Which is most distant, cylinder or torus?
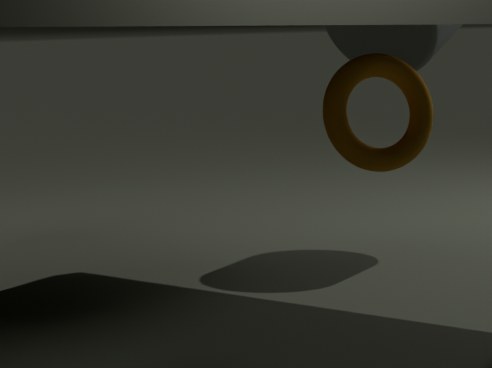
cylinder
